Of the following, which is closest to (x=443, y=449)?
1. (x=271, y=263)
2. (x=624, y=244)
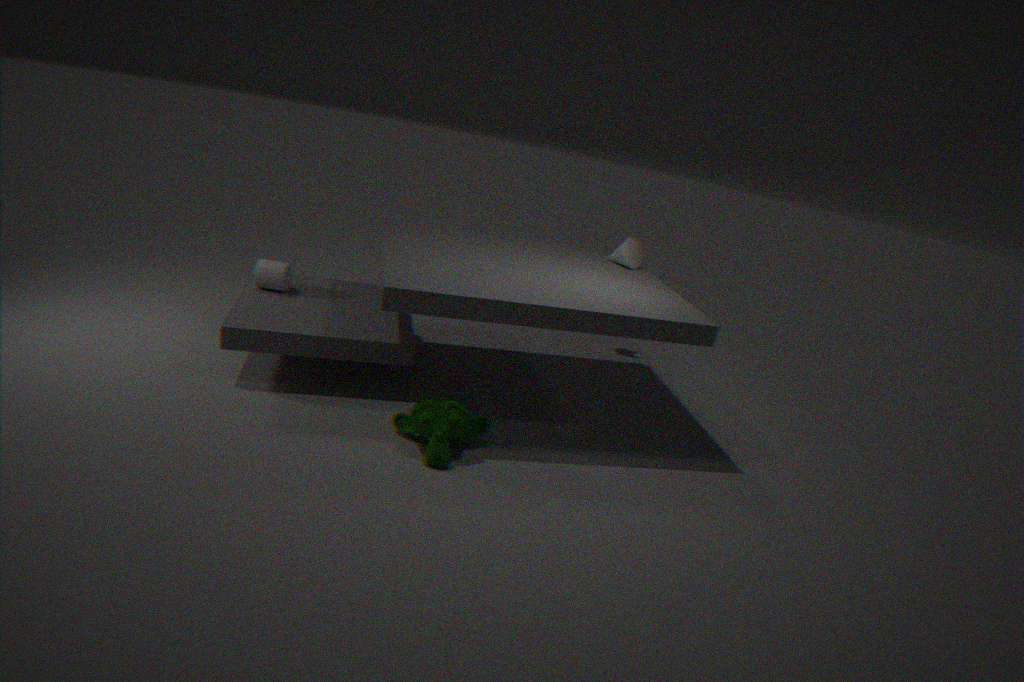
(x=271, y=263)
